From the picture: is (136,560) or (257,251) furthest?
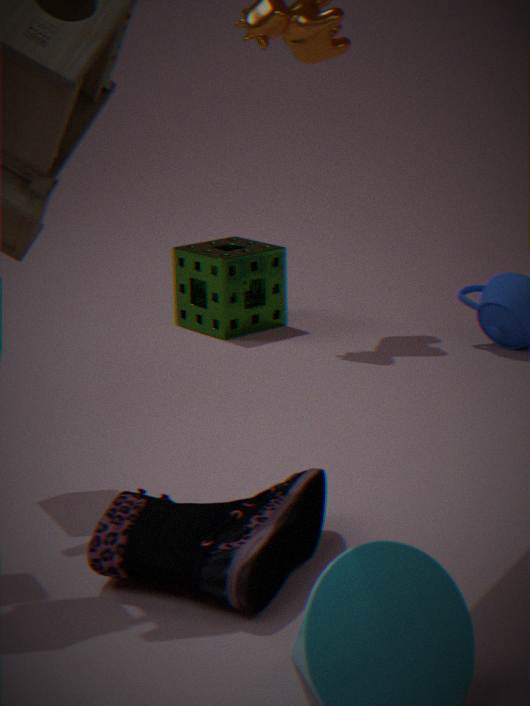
(257,251)
